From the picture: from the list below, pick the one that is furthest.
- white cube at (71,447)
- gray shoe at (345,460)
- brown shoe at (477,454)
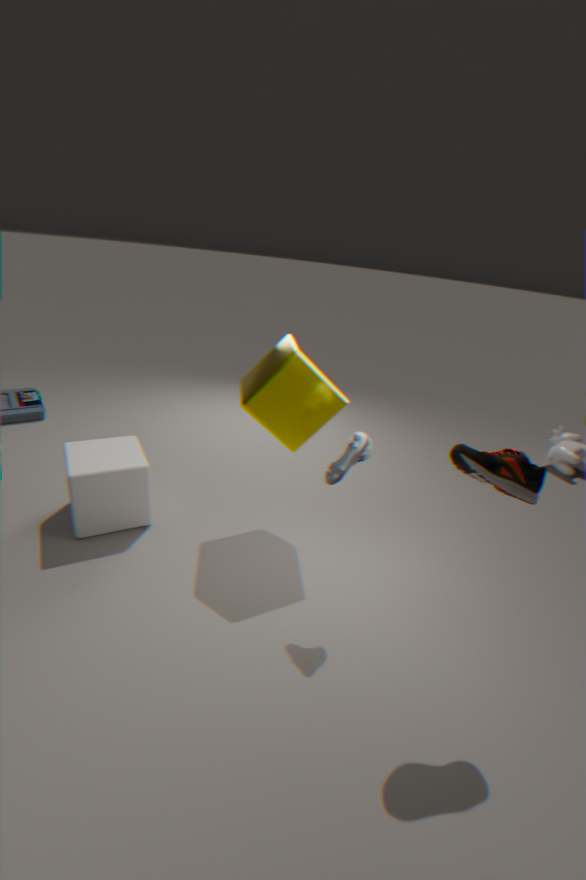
white cube at (71,447)
